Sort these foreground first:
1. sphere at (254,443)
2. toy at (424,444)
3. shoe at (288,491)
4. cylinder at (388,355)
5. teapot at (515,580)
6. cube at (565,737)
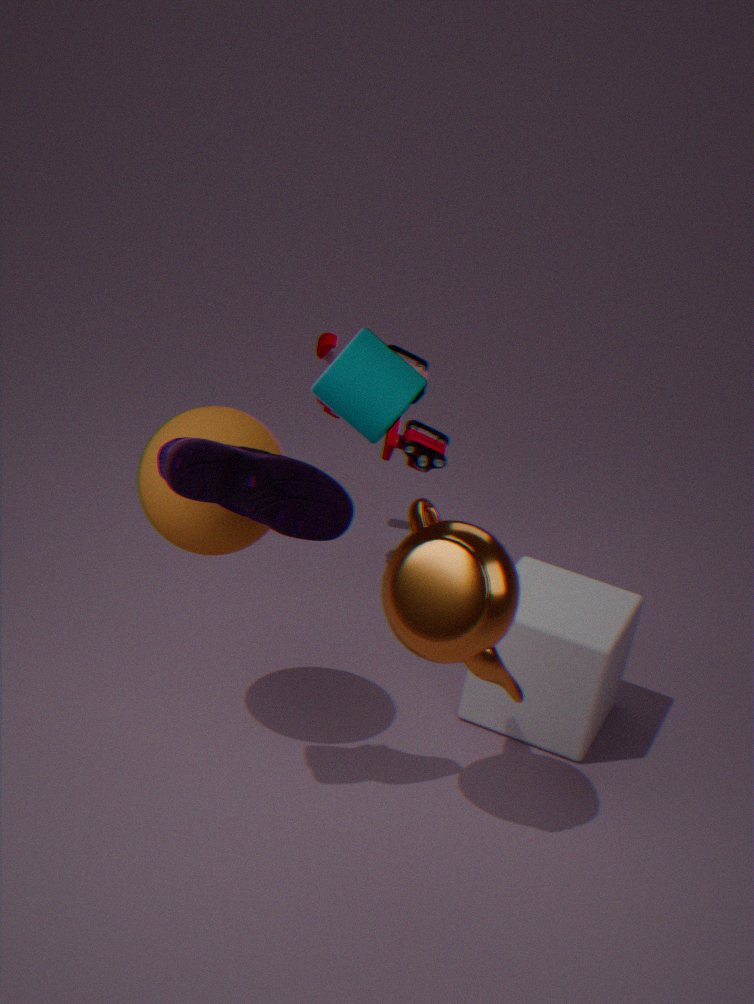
cylinder at (388,355)
shoe at (288,491)
teapot at (515,580)
sphere at (254,443)
cube at (565,737)
toy at (424,444)
